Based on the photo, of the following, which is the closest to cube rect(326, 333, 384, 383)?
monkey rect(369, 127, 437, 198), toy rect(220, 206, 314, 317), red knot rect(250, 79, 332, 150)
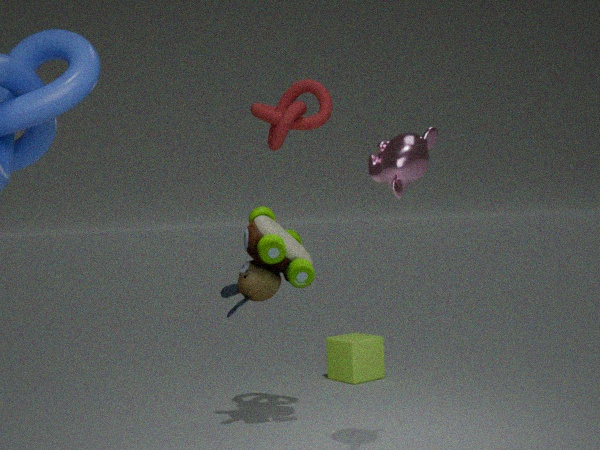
toy rect(220, 206, 314, 317)
